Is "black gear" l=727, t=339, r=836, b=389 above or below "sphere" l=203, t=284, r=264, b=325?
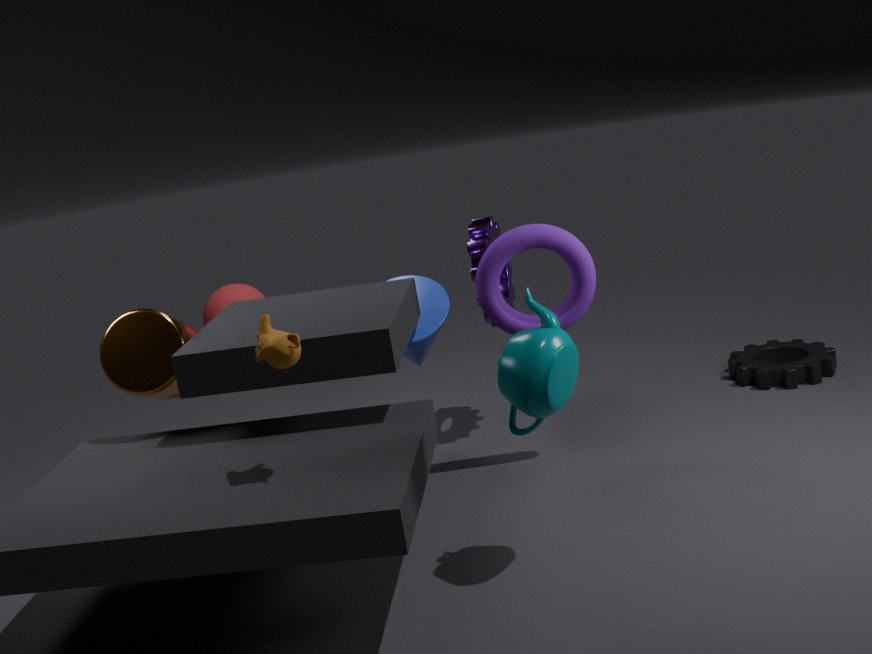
below
